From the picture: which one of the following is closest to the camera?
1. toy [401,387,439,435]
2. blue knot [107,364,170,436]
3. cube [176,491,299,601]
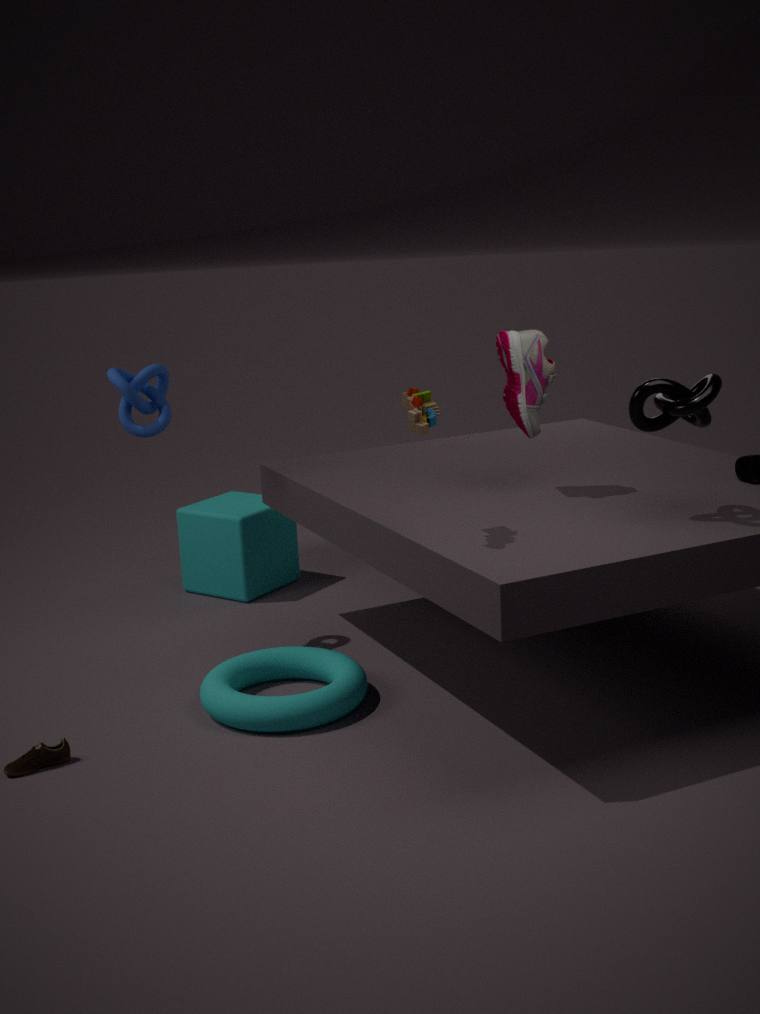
toy [401,387,439,435]
